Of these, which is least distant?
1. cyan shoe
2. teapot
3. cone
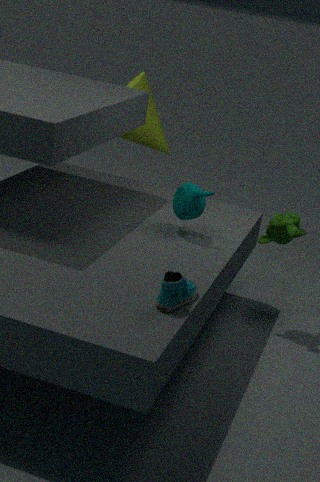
cyan shoe
